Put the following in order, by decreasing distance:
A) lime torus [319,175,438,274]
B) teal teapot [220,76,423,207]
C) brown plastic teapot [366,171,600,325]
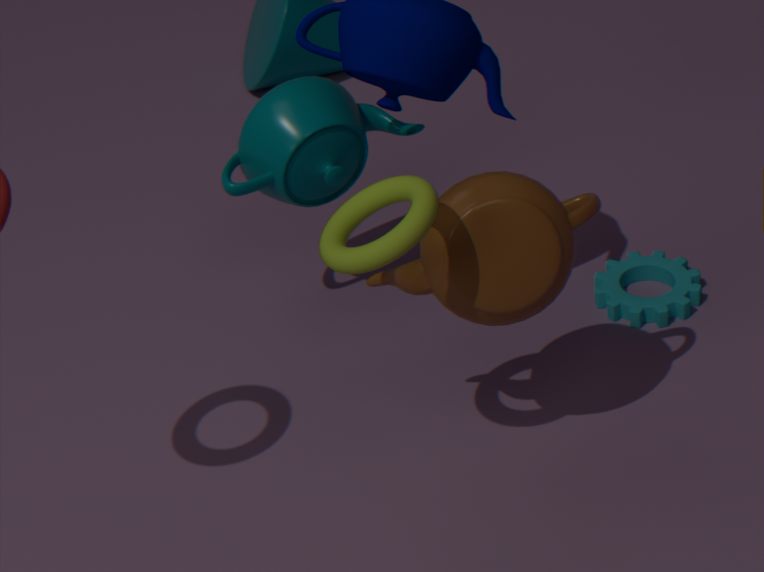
teal teapot [220,76,423,207], brown plastic teapot [366,171,600,325], lime torus [319,175,438,274]
